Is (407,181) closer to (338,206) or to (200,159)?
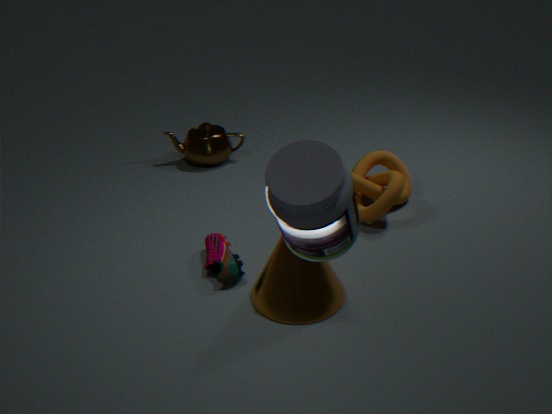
(200,159)
